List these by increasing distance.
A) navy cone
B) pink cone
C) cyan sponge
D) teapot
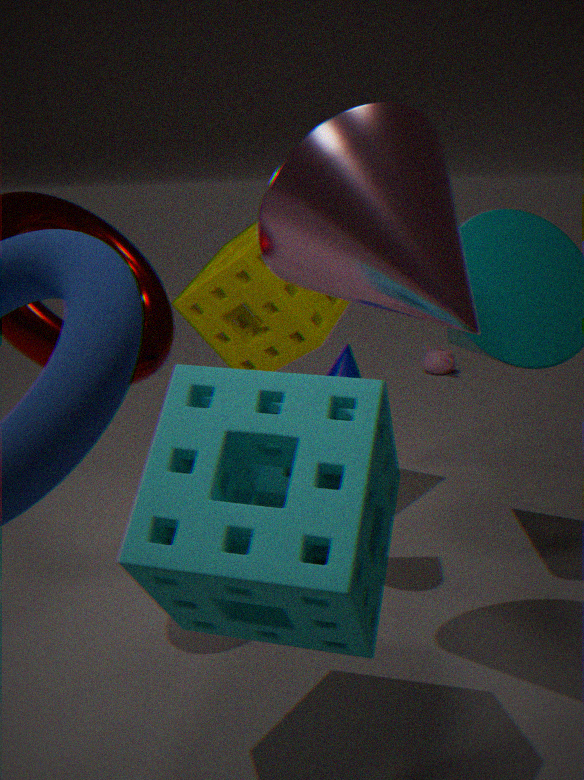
cyan sponge, pink cone, navy cone, teapot
